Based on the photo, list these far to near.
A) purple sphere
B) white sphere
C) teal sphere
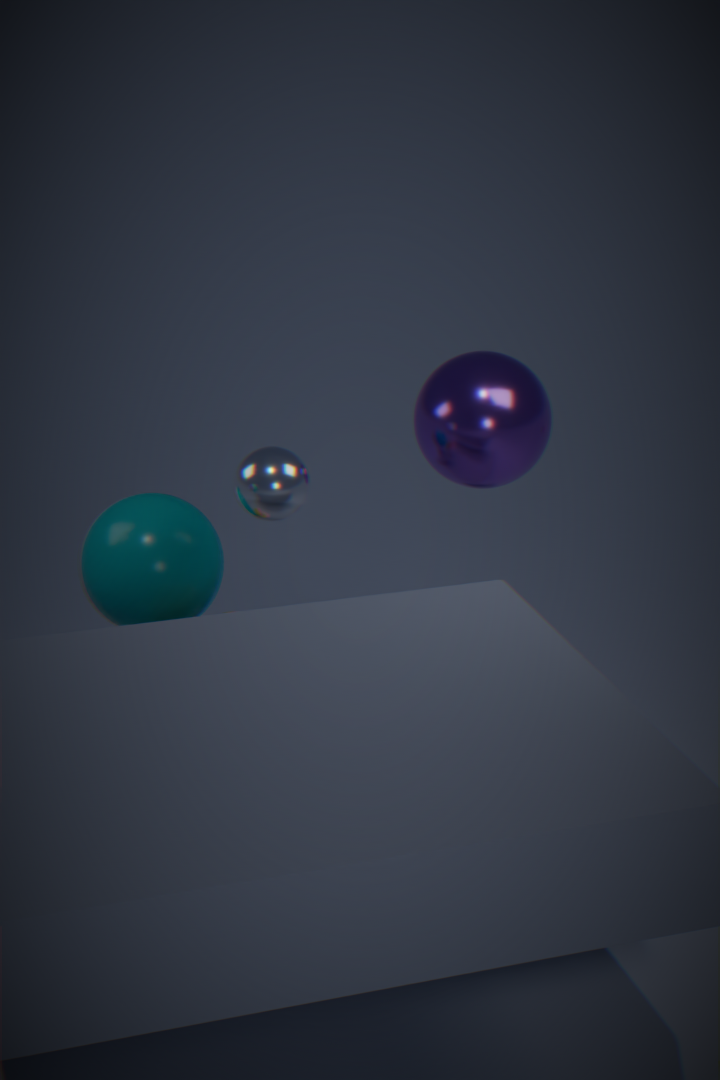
purple sphere
teal sphere
white sphere
